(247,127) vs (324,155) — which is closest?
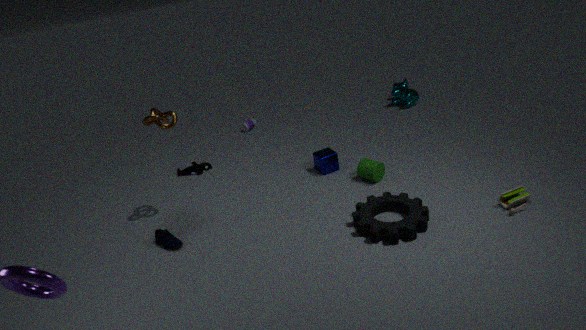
(324,155)
